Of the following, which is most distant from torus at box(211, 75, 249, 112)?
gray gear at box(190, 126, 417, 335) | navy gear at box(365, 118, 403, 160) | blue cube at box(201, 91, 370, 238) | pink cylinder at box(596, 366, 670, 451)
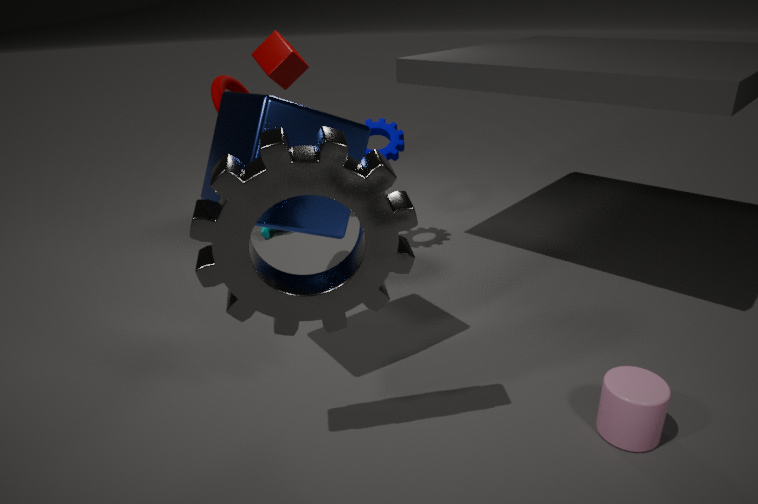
pink cylinder at box(596, 366, 670, 451)
